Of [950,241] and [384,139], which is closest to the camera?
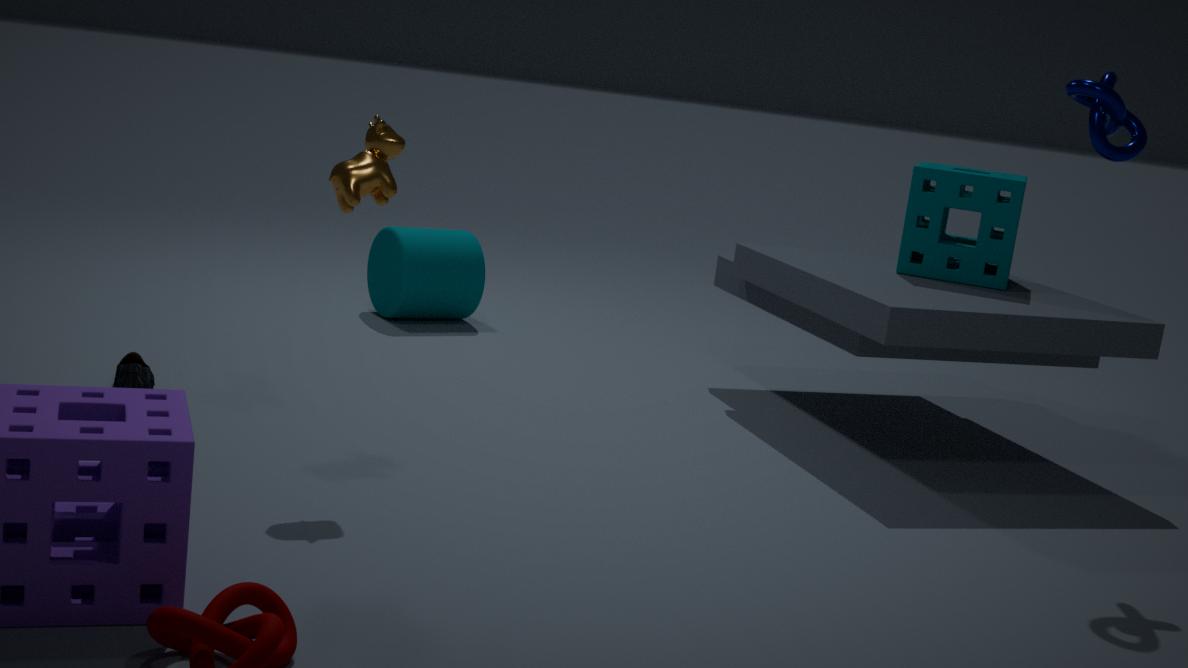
[384,139]
